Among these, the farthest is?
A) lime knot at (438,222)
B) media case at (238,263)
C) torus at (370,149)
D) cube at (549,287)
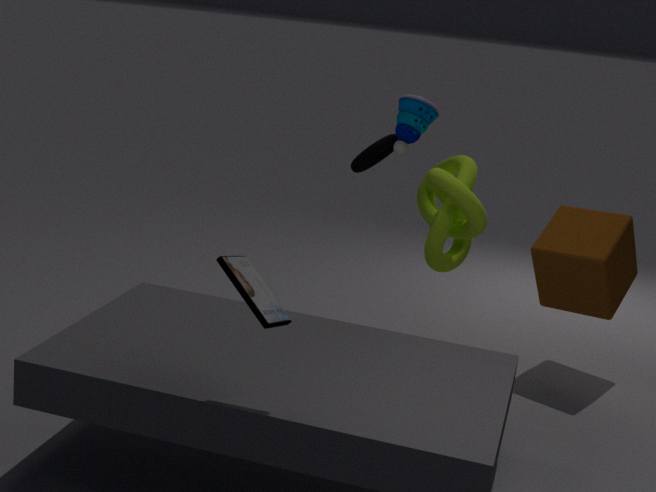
torus at (370,149)
